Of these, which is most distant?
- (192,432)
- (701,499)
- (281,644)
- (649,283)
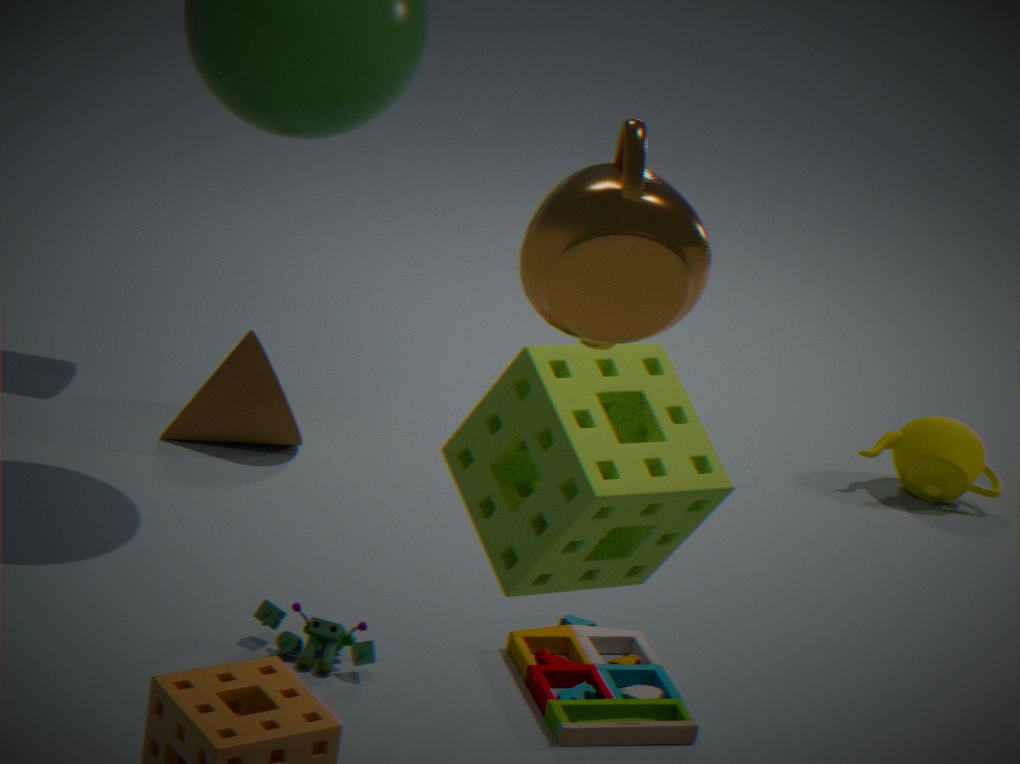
(192,432)
